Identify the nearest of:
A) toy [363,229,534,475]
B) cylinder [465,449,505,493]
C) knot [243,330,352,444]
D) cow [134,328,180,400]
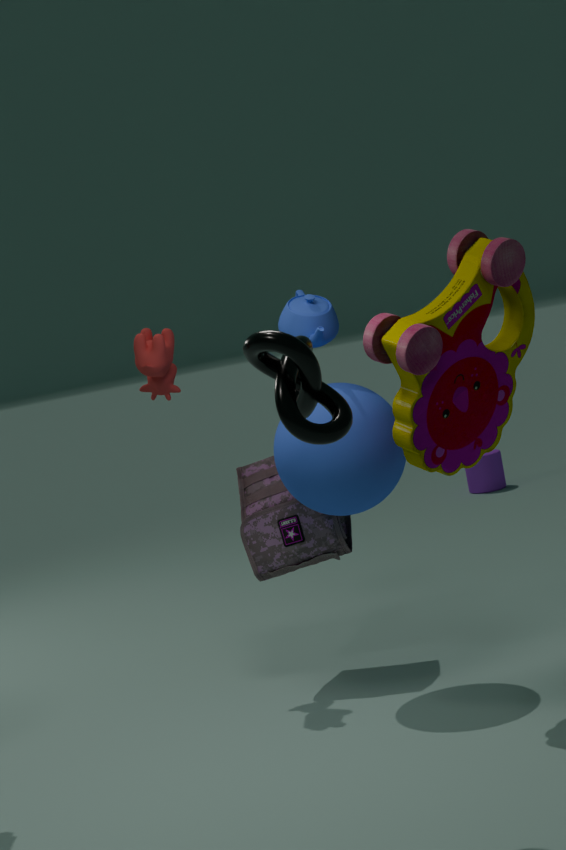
knot [243,330,352,444]
